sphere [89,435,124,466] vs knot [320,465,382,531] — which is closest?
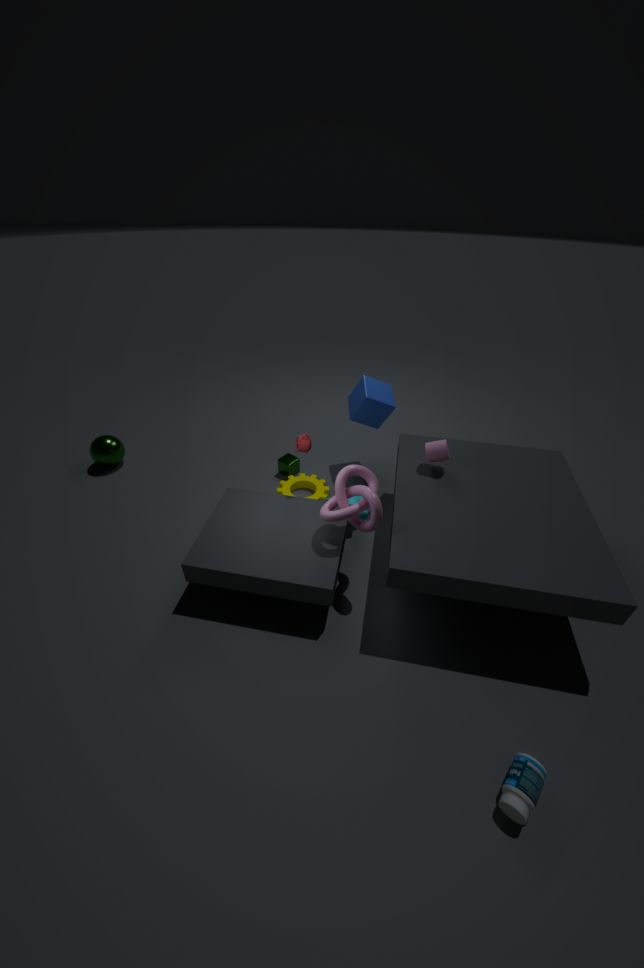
knot [320,465,382,531]
